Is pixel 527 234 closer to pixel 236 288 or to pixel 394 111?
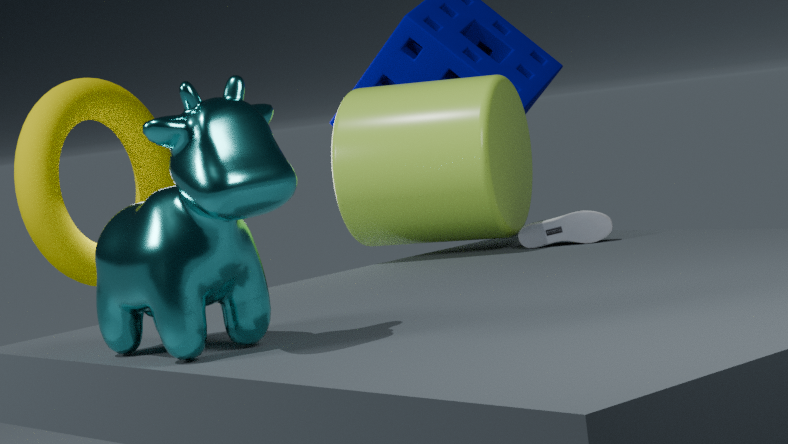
pixel 394 111
